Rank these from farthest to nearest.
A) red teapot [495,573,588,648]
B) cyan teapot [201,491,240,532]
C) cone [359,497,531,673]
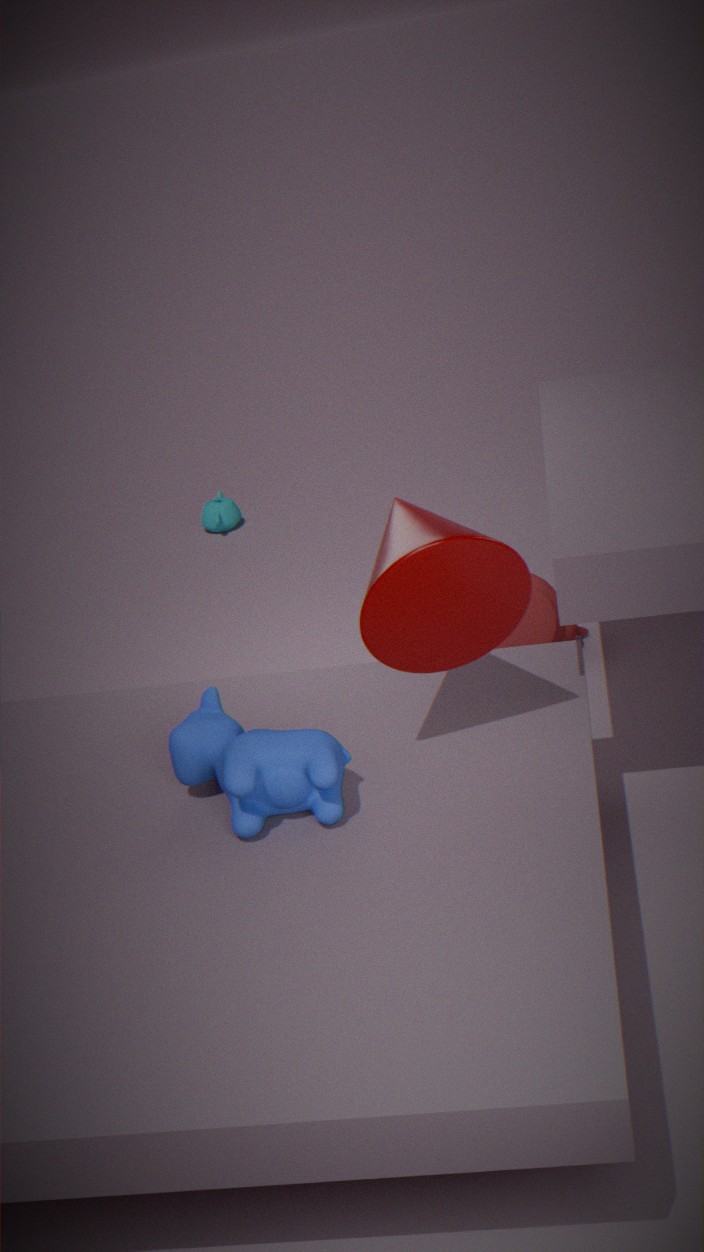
cyan teapot [201,491,240,532], red teapot [495,573,588,648], cone [359,497,531,673]
